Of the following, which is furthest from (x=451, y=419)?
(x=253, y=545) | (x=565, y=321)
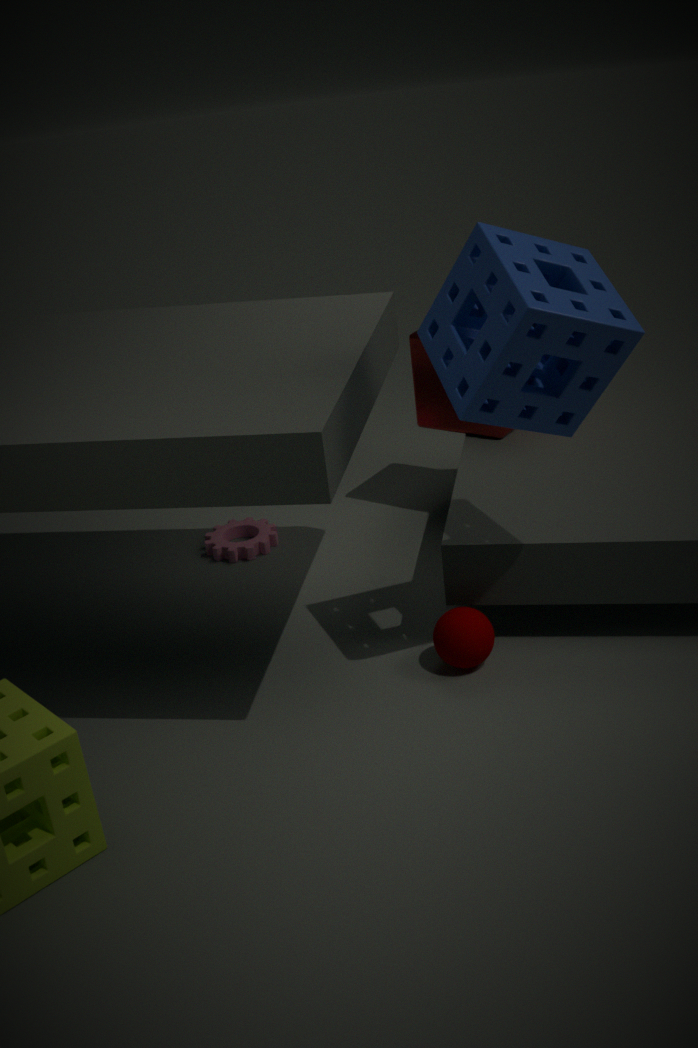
(x=565, y=321)
